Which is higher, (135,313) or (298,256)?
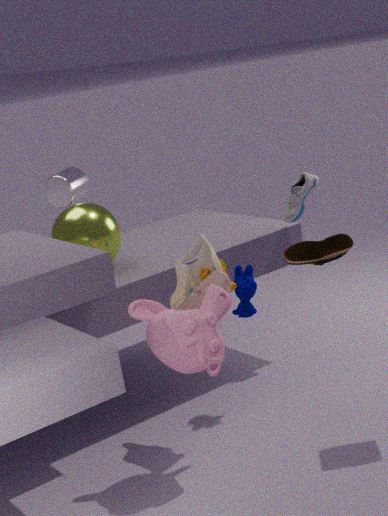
(298,256)
